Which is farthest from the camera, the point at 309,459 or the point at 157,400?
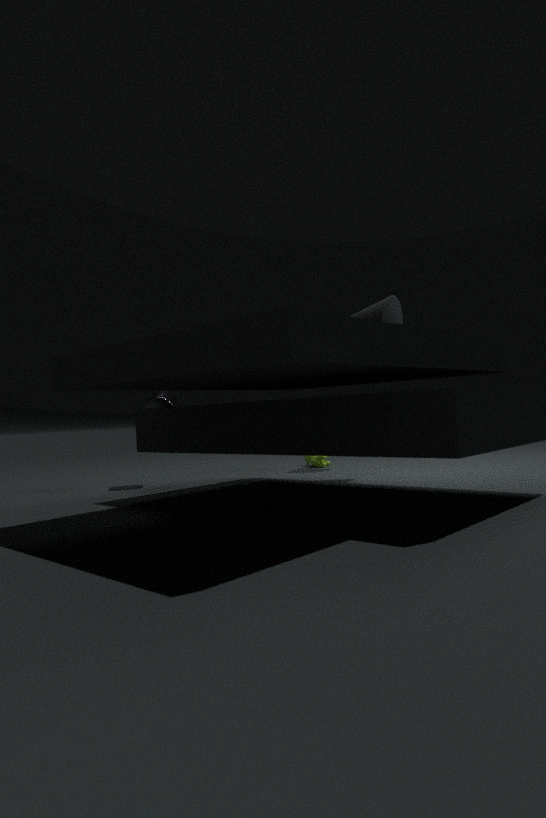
the point at 309,459
